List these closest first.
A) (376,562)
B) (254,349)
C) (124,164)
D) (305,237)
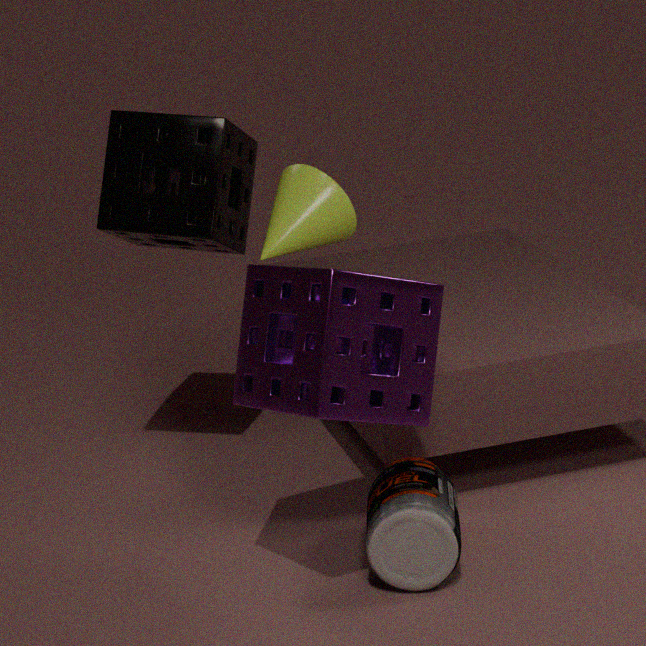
1. (305,237)
2. (254,349)
3. (376,562)
4. (124,164)
